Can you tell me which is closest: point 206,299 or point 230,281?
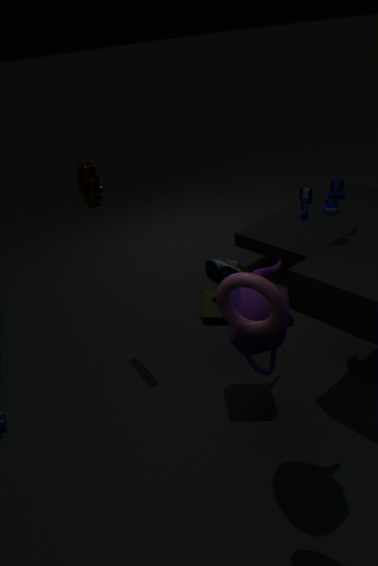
point 230,281
